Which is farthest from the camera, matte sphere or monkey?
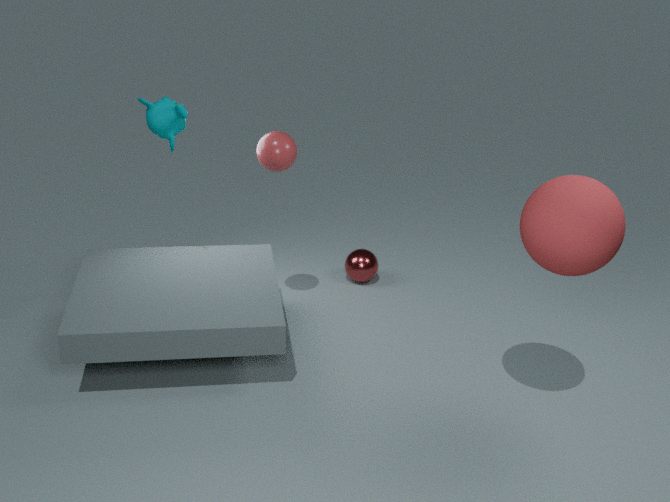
monkey
